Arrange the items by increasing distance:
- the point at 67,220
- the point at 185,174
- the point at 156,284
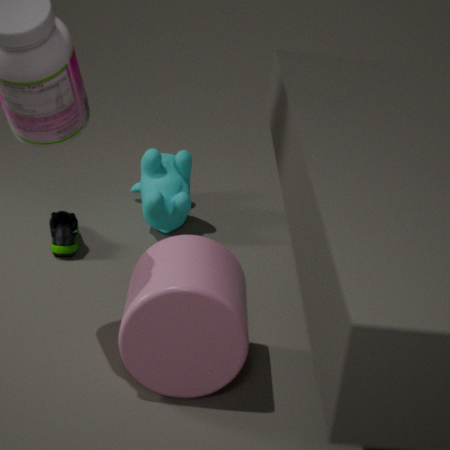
the point at 156,284
the point at 67,220
the point at 185,174
